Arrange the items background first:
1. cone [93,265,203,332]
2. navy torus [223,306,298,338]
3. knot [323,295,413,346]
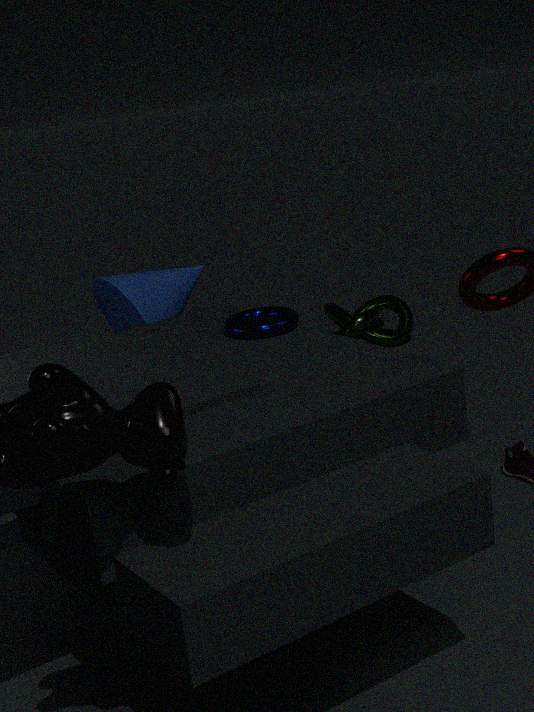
knot [323,295,413,346] → cone [93,265,203,332] → navy torus [223,306,298,338]
